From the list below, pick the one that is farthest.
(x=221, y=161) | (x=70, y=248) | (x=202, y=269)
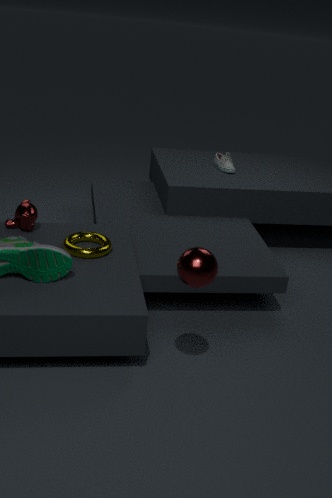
(x=221, y=161)
